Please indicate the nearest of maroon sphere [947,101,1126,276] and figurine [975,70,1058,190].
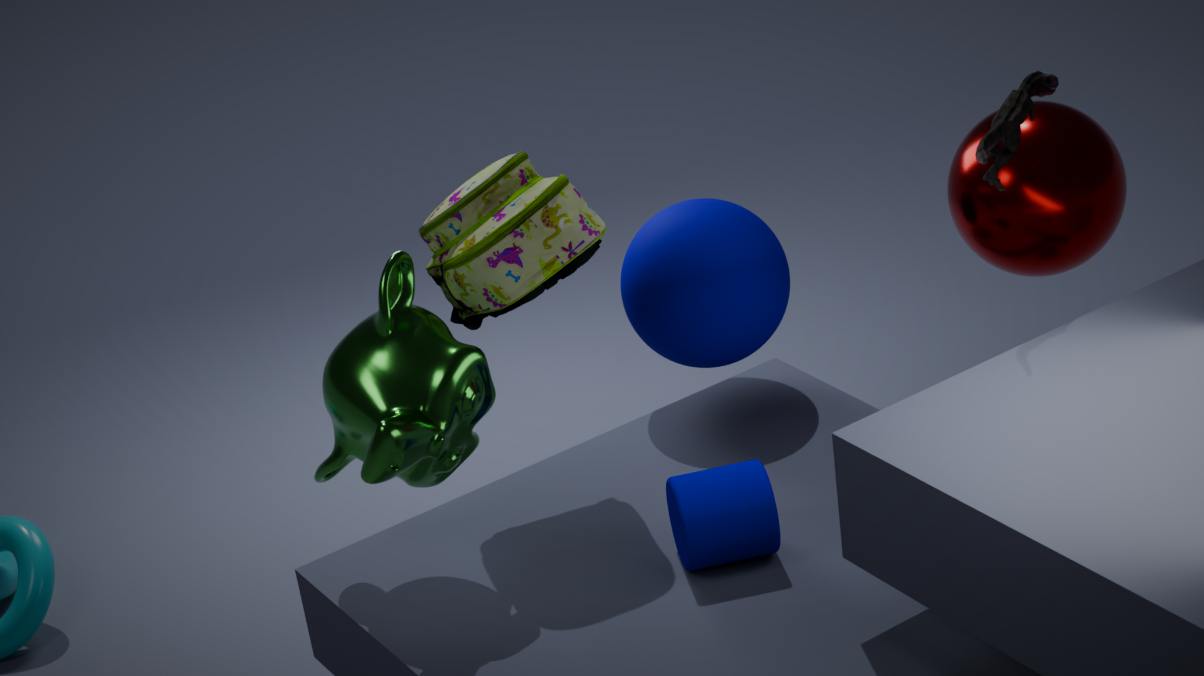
figurine [975,70,1058,190]
